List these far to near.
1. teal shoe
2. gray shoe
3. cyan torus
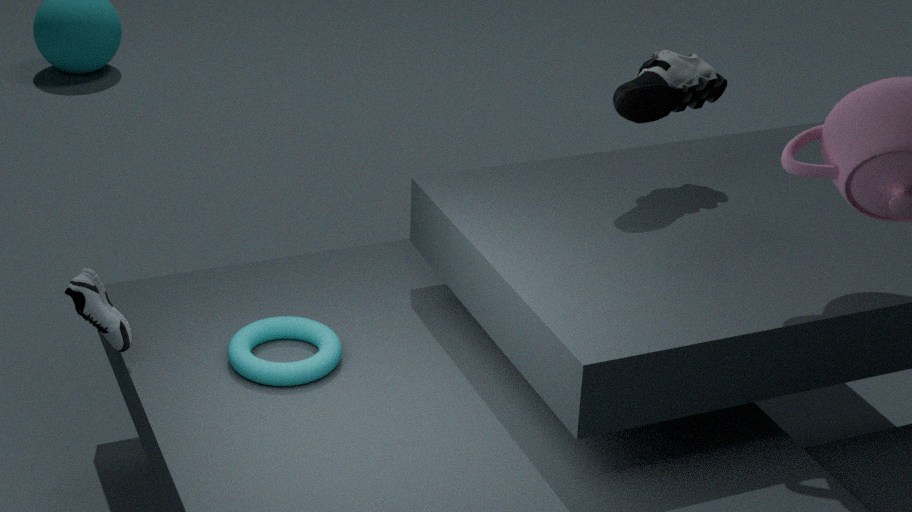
teal shoe, cyan torus, gray shoe
